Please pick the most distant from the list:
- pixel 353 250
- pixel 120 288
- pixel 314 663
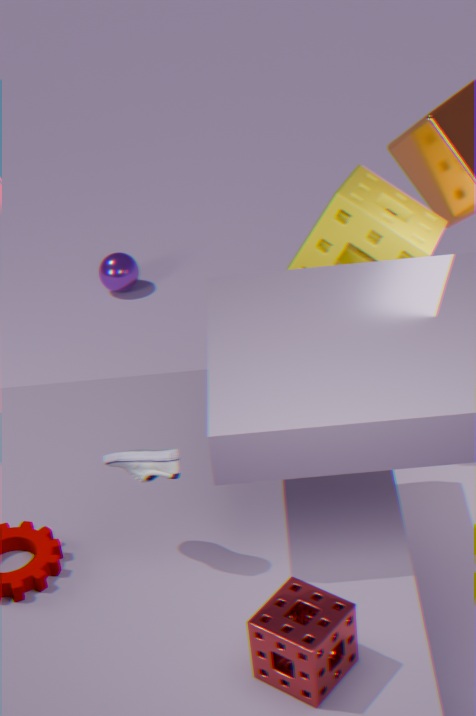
pixel 120 288
